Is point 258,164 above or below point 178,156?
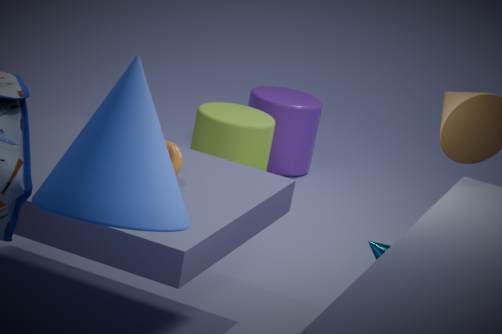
below
